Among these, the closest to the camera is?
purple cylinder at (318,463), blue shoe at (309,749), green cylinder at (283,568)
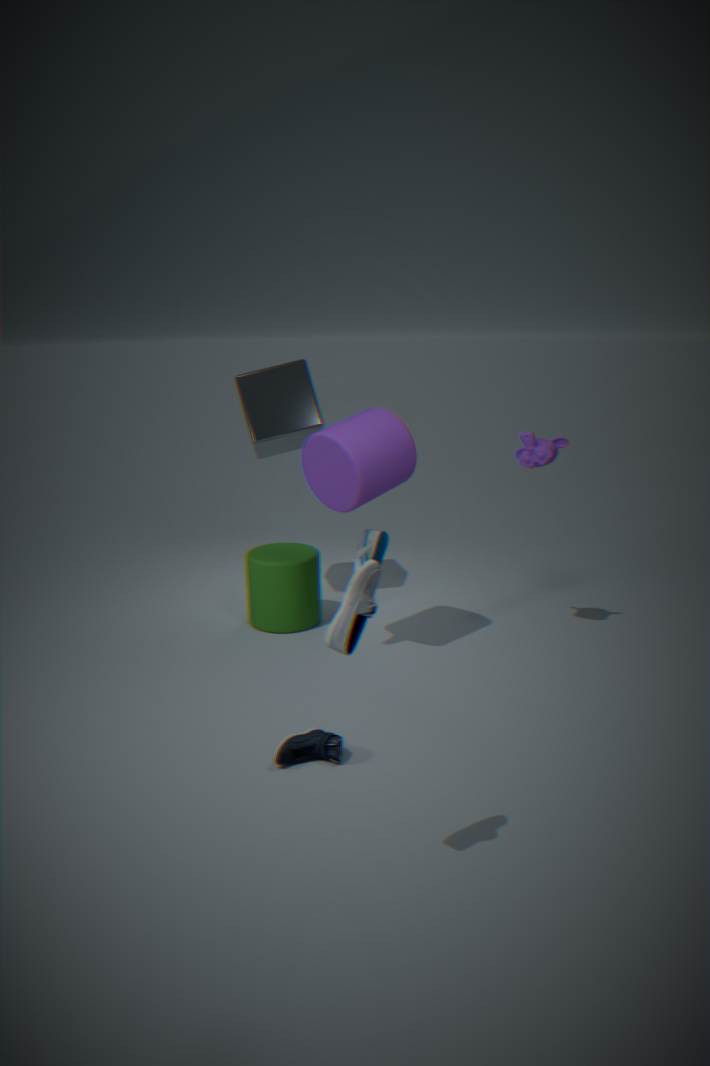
blue shoe at (309,749)
